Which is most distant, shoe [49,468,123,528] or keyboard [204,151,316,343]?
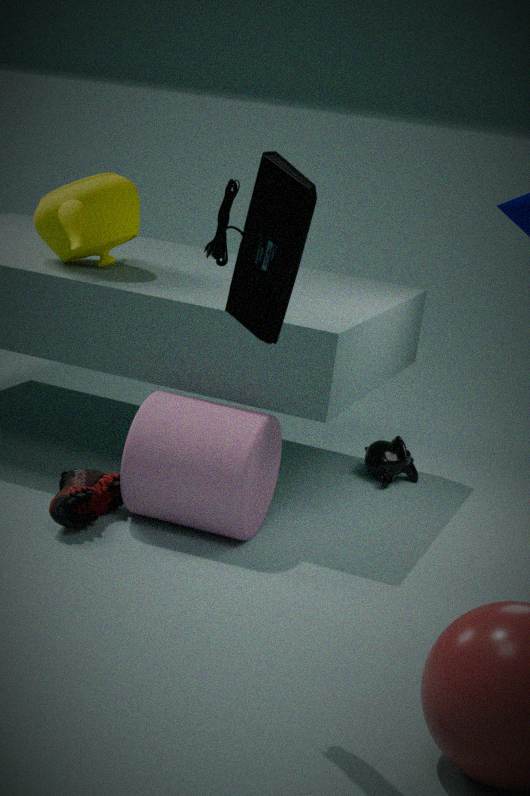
shoe [49,468,123,528]
